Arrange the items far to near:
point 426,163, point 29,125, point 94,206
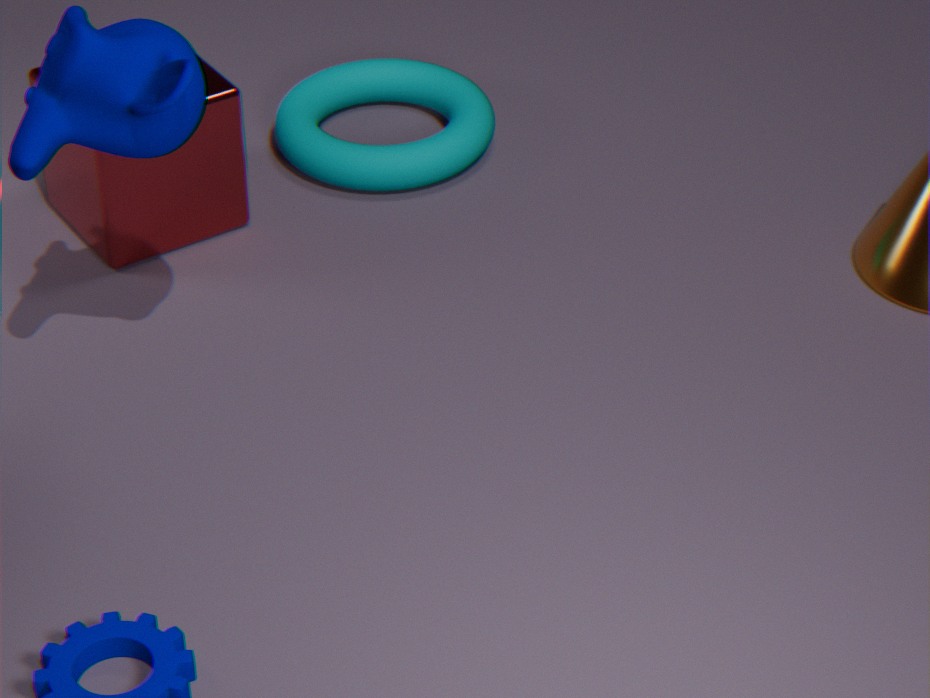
point 426,163
point 94,206
point 29,125
